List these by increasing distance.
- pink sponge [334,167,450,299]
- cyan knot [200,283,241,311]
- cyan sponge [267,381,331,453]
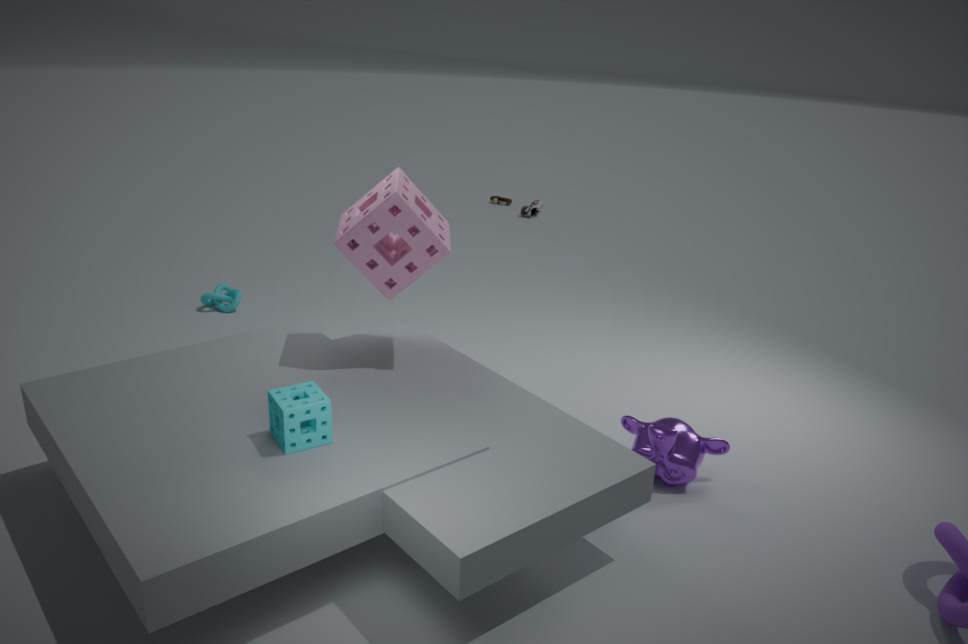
cyan sponge [267,381,331,453], pink sponge [334,167,450,299], cyan knot [200,283,241,311]
